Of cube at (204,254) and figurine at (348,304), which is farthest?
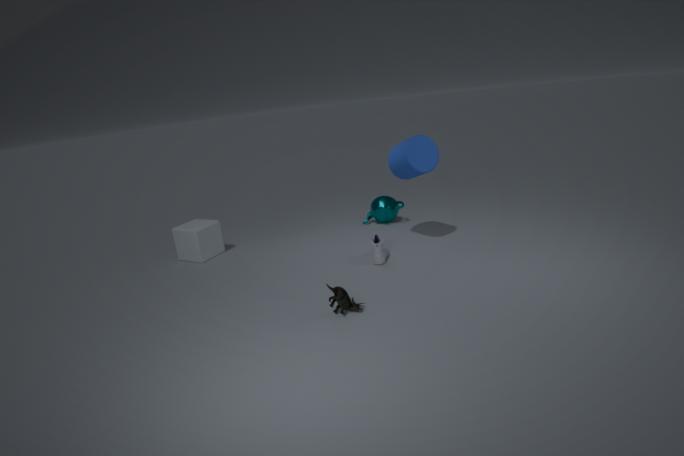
cube at (204,254)
